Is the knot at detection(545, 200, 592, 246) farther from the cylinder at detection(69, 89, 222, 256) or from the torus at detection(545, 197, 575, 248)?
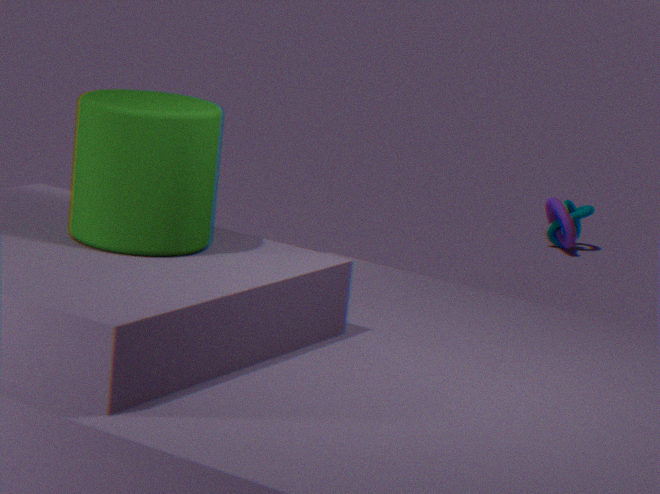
the cylinder at detection(69, 89, 222, 256)
